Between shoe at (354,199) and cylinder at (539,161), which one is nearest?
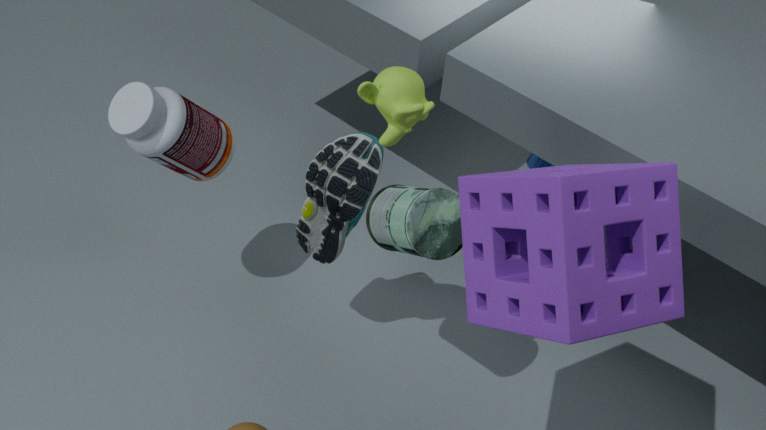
shoe at (354,199)
